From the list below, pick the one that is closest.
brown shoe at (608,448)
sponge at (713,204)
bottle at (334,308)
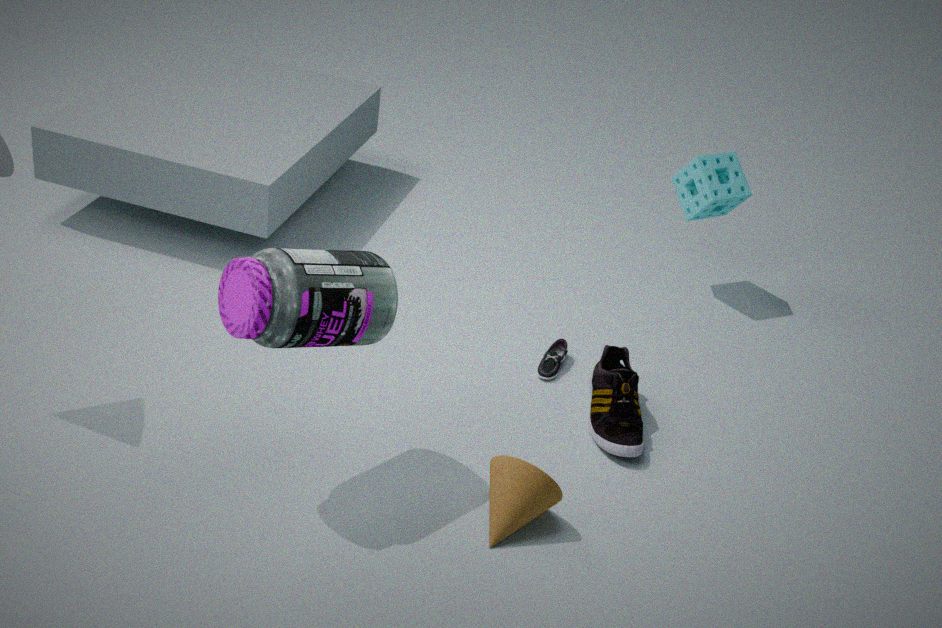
bottle at (334,308)
